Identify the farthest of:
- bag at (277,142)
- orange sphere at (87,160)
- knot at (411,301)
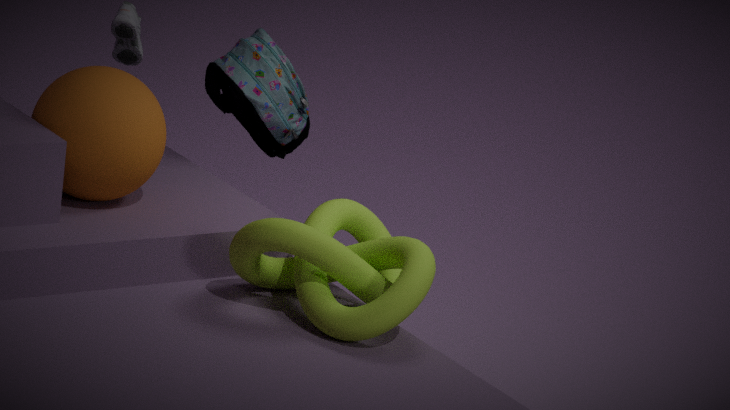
bag at (277,142)
